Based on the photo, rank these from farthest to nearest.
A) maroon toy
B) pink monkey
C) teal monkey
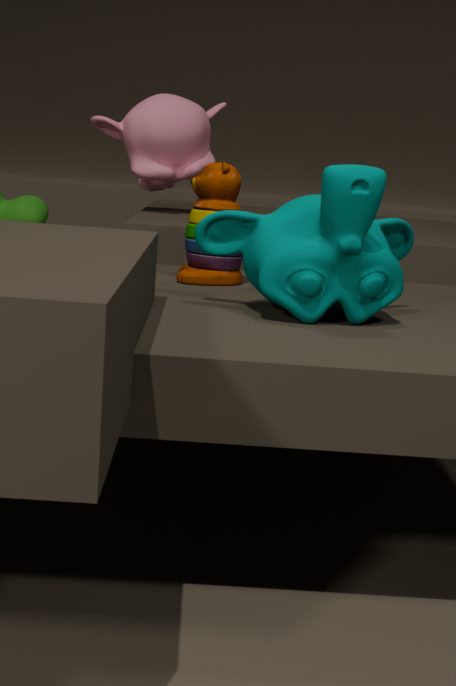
1. pink monkey
2. maroon toy
3. teal monkey
